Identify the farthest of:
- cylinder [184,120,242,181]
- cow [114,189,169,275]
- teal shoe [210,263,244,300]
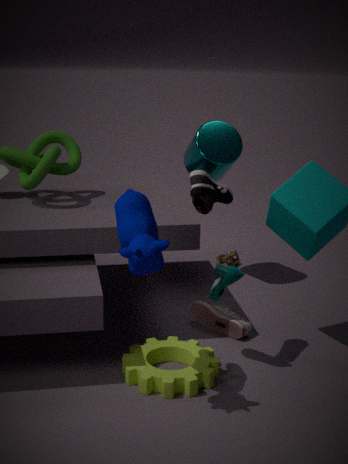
cylinder [184,120,242,181]
